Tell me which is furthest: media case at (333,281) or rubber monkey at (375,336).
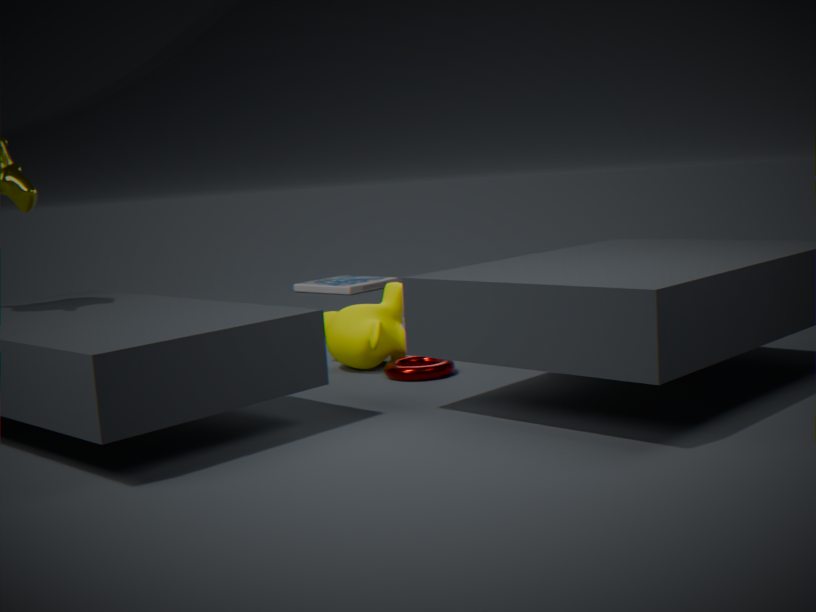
media case at (333,281)
